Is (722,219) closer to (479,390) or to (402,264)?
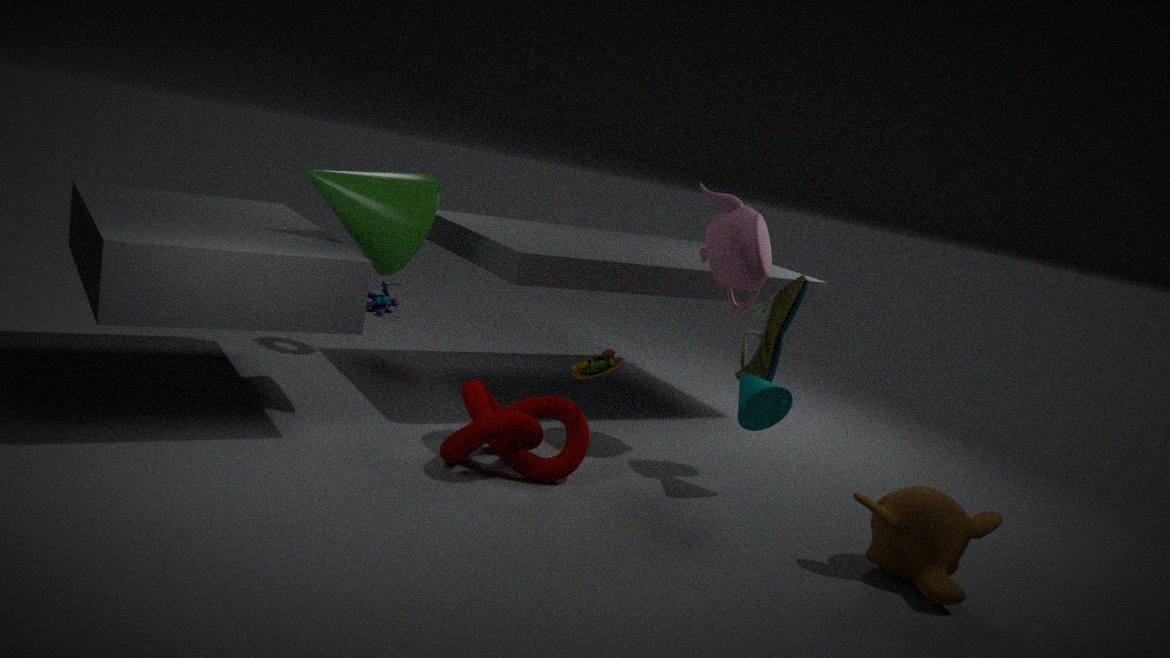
(479,390)
